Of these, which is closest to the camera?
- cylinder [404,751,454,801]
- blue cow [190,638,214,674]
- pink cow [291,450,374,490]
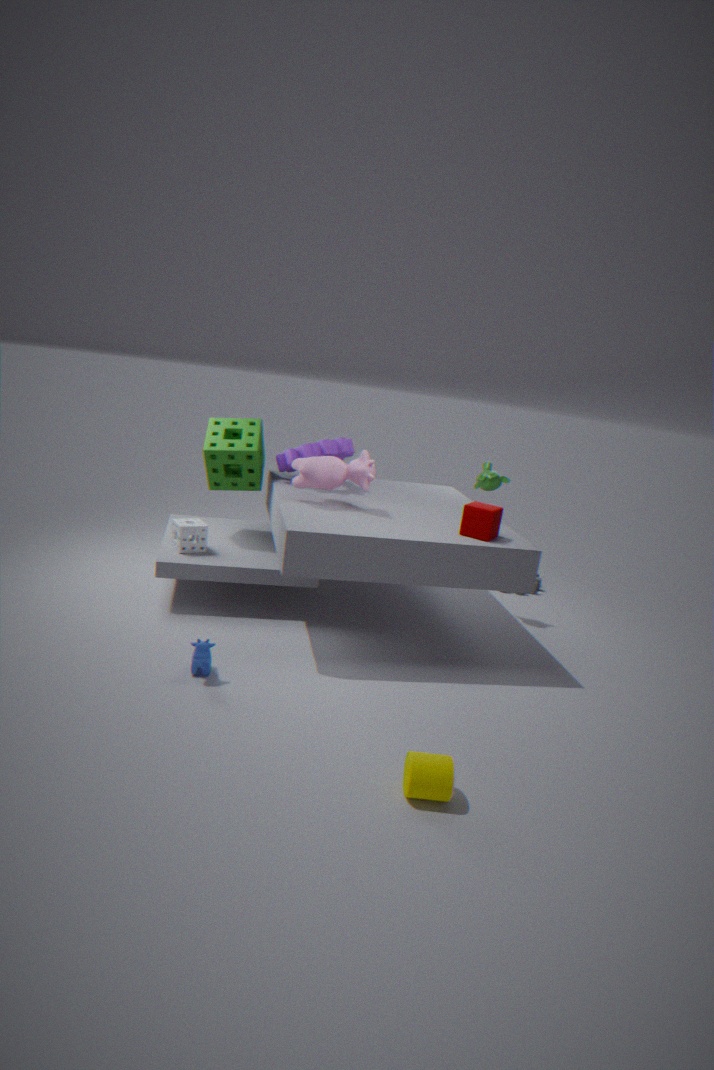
cylinder [404,751,454,801]
